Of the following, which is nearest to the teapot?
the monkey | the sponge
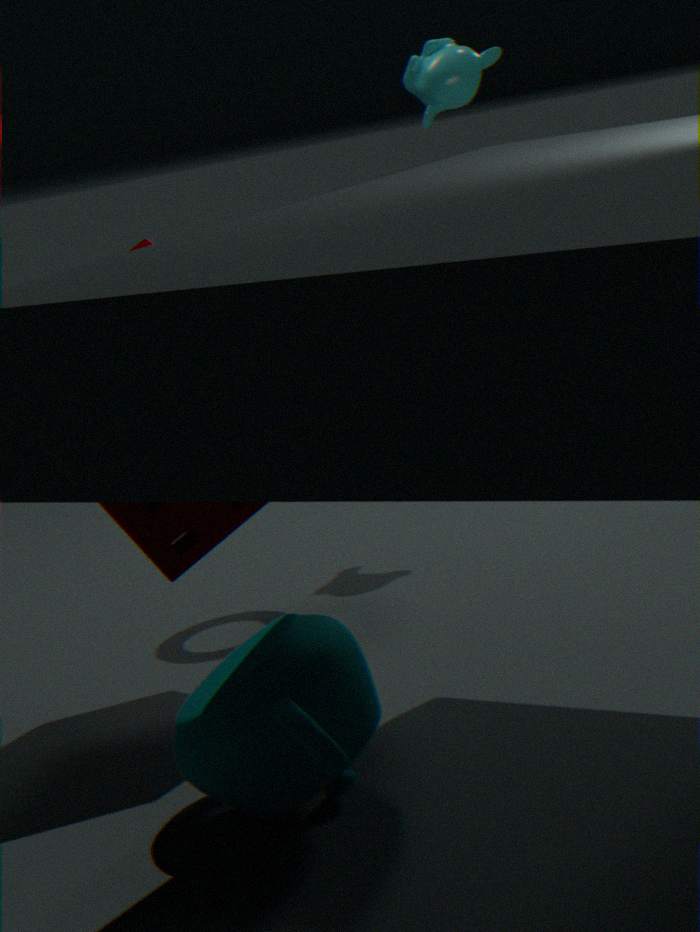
the sponge
